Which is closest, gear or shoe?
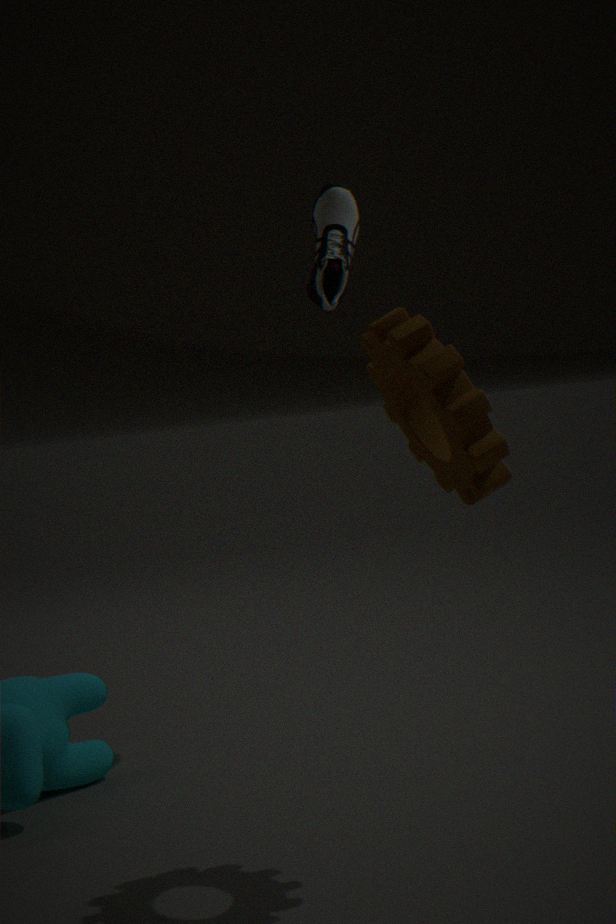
gear
